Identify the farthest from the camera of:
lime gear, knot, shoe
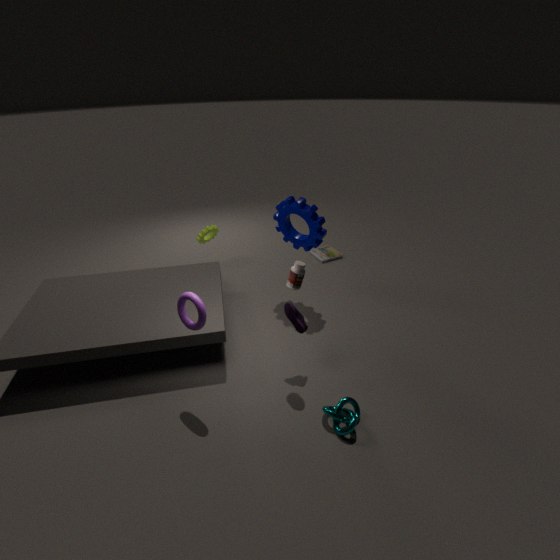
lime gear
